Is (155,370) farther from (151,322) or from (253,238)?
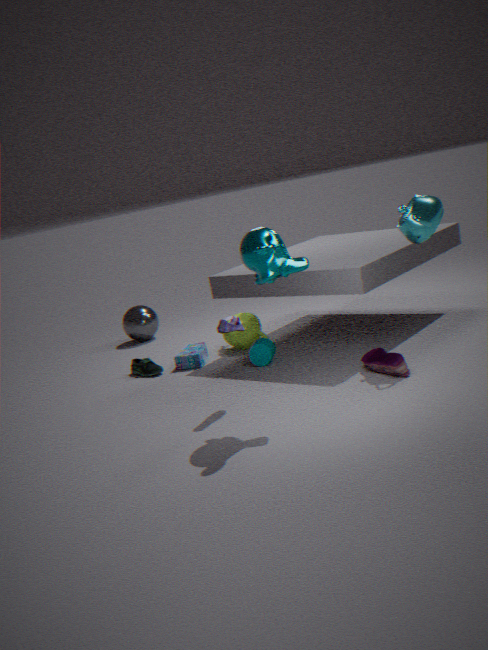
(253,238)
